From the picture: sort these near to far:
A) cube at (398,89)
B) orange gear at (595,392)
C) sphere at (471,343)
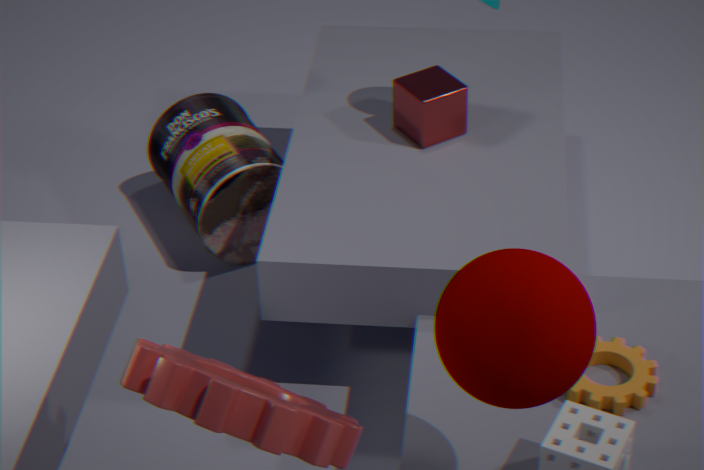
sphere at (471,343) → orange gear at (595,392) → cube at (398,89)
